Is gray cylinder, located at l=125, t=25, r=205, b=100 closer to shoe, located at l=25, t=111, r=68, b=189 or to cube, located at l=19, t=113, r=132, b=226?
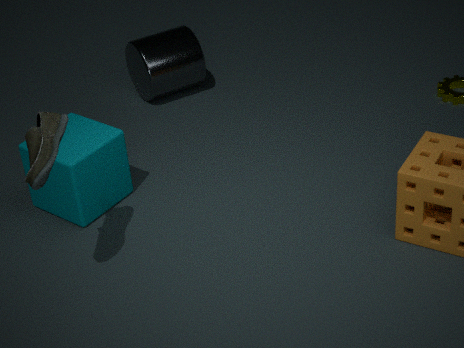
cube, located at l=19, t=113, r=132, b=226
